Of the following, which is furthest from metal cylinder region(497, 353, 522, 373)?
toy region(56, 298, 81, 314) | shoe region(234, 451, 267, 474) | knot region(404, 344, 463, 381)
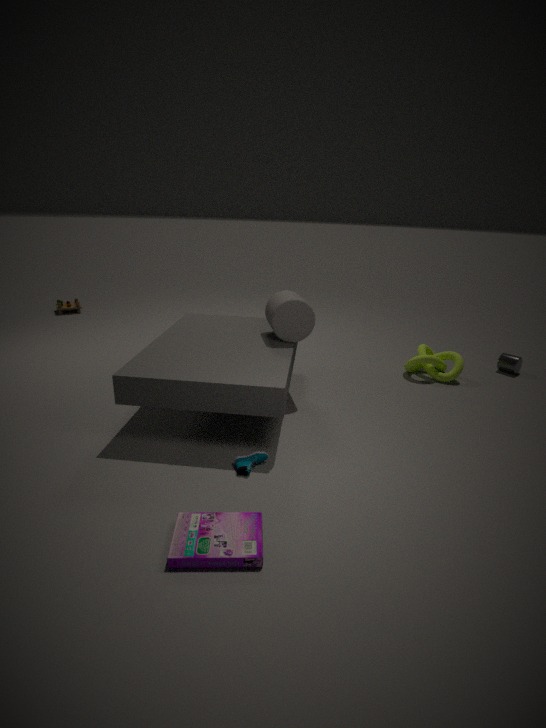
toy region(56, 298, 81, 314)
